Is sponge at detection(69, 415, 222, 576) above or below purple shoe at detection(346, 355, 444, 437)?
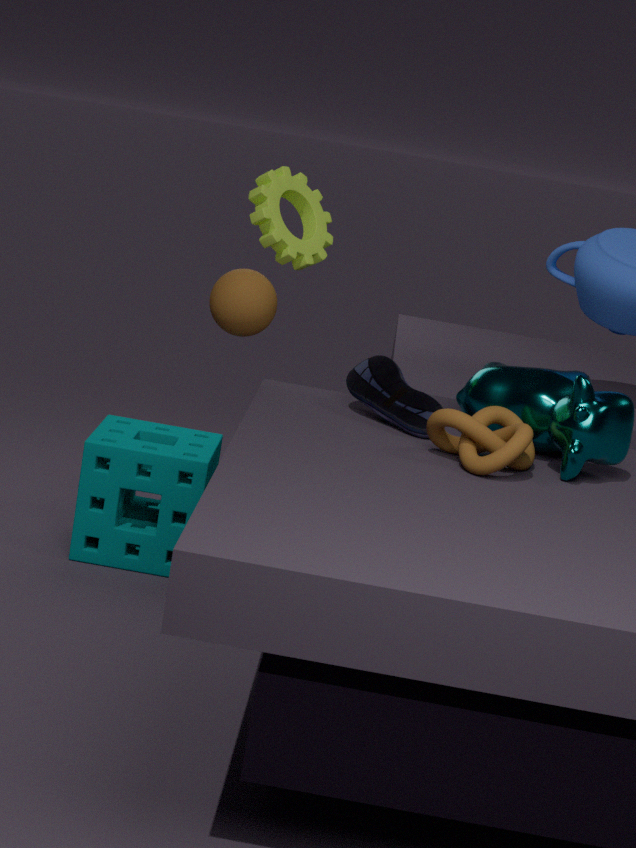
below
